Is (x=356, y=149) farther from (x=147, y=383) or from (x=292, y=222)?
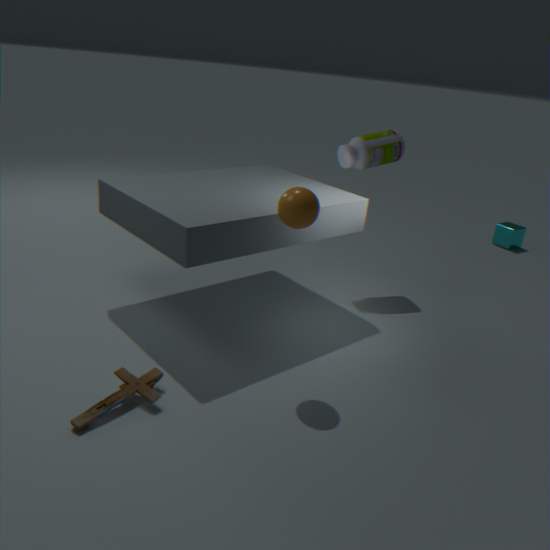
(x=147, y=383)
